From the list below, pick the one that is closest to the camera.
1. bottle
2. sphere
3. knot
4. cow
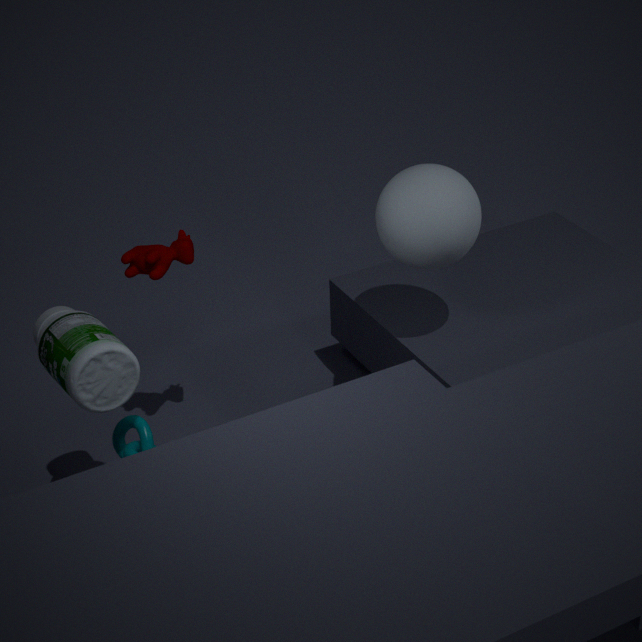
bottle
